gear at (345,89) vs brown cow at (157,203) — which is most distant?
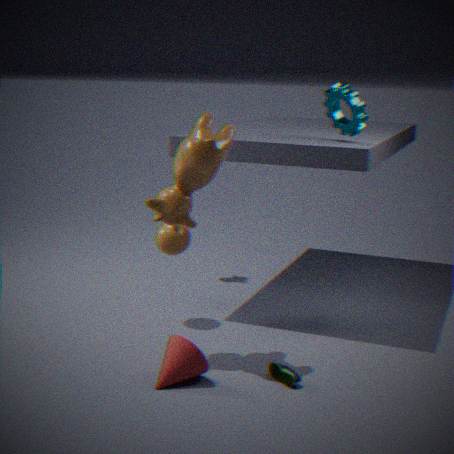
gear at (345,89)
